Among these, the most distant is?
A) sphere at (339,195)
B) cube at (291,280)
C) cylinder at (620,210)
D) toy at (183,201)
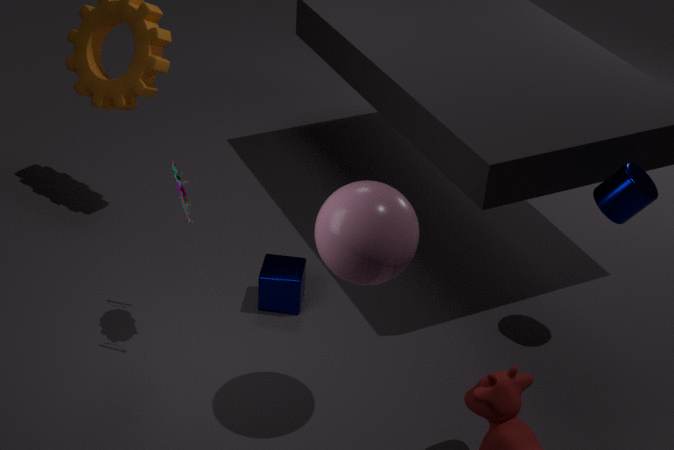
cube at (291,280)
